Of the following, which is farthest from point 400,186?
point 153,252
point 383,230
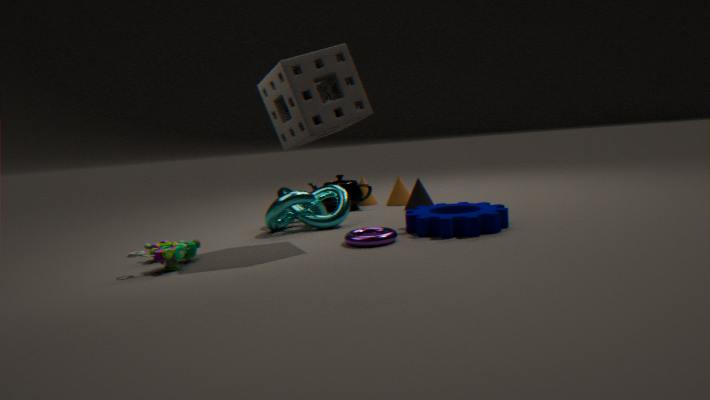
point 153,252
